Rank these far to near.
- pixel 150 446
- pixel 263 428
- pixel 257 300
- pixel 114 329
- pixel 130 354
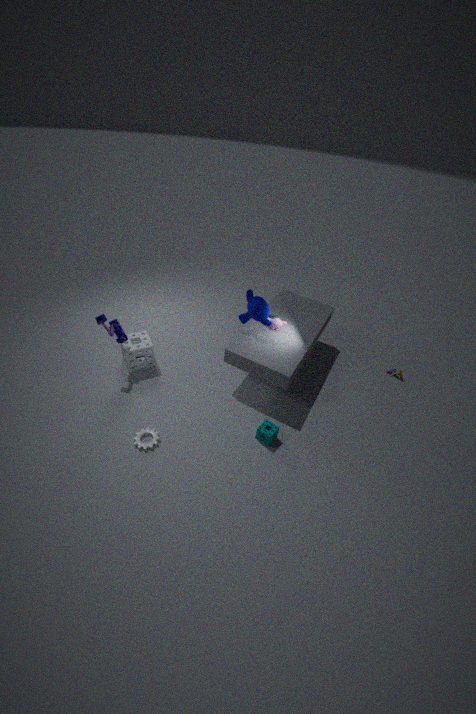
pixel 130 354 → pixel 114 329 → pixel 257 300 → pixel 263 428 → pixel 150 446
